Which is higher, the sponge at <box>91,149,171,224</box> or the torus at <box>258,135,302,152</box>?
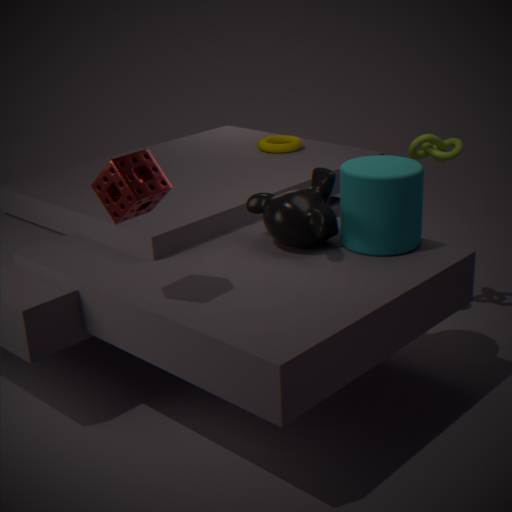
the sponge at <box>91,149,171,224</box>
